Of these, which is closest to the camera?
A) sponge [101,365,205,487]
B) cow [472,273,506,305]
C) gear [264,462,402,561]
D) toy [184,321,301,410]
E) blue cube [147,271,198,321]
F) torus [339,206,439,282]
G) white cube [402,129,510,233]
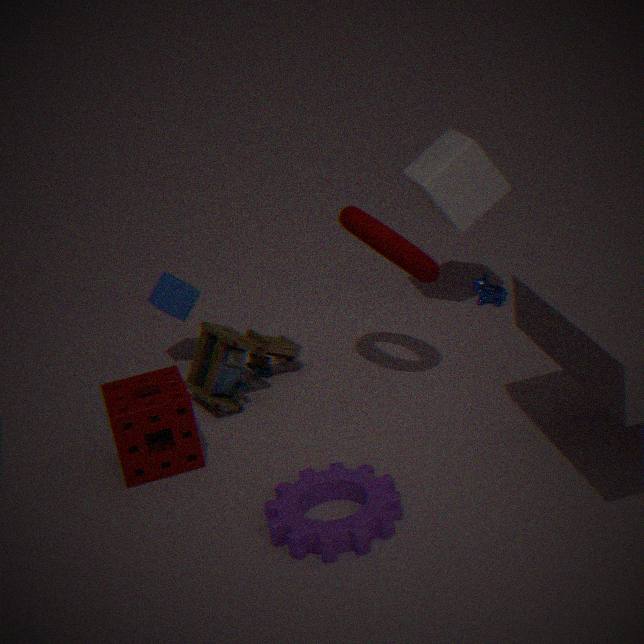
gear [264,462,402,561]
